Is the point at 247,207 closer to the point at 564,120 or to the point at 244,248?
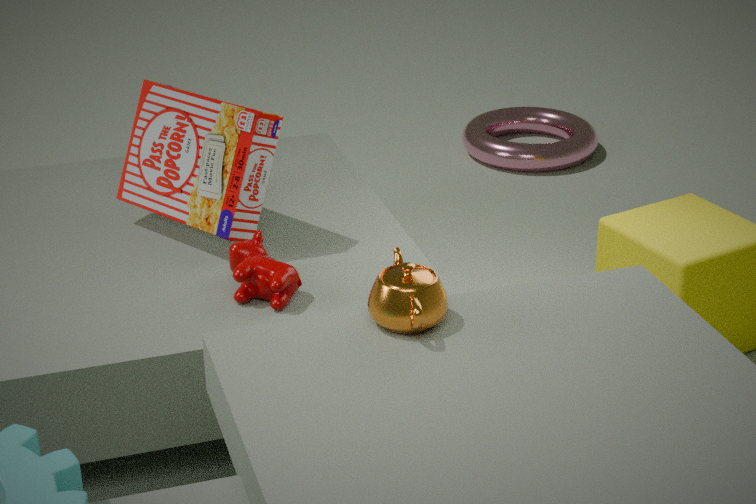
the point at 244,248
